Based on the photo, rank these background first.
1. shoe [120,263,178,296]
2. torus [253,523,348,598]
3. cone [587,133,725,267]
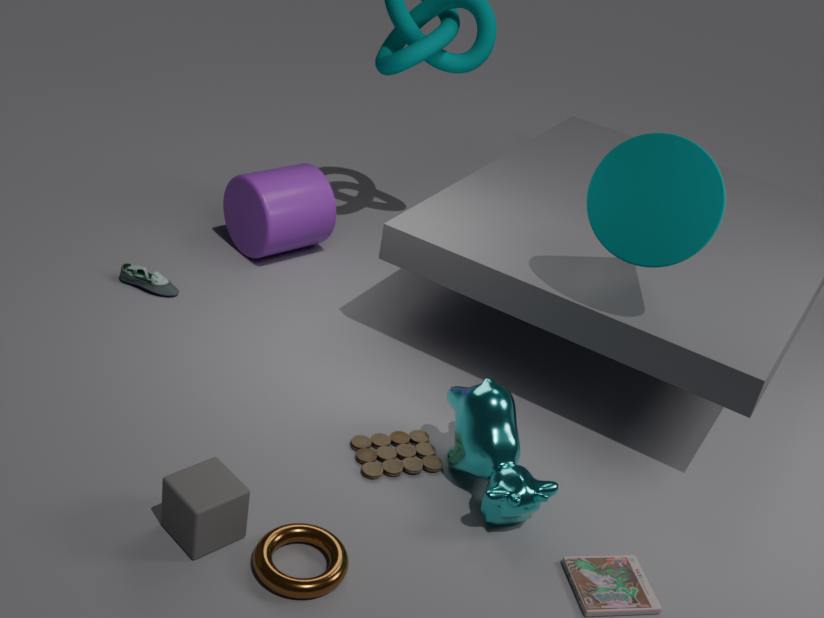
1. shoe [120,263,178,296]
2. cone [587,133,725,267]
3. torus [253,523,348,598]
